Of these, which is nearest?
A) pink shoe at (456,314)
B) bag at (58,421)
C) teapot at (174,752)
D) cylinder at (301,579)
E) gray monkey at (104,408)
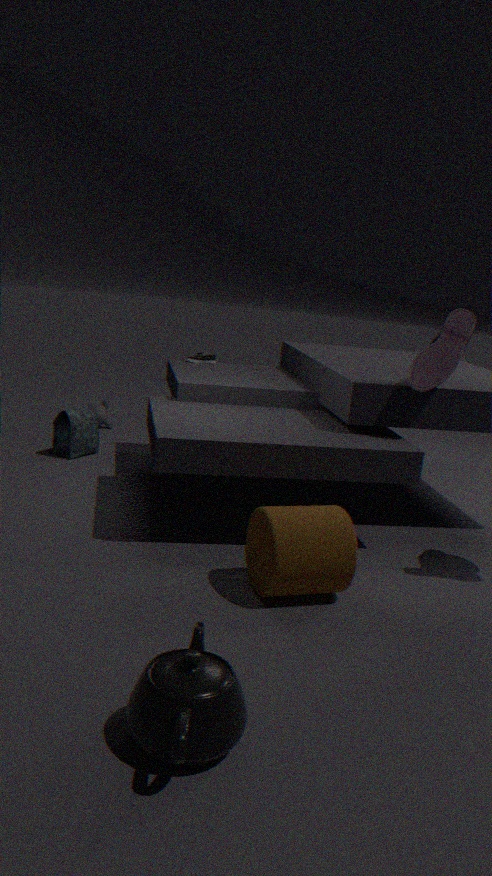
teapot at (174,752)
